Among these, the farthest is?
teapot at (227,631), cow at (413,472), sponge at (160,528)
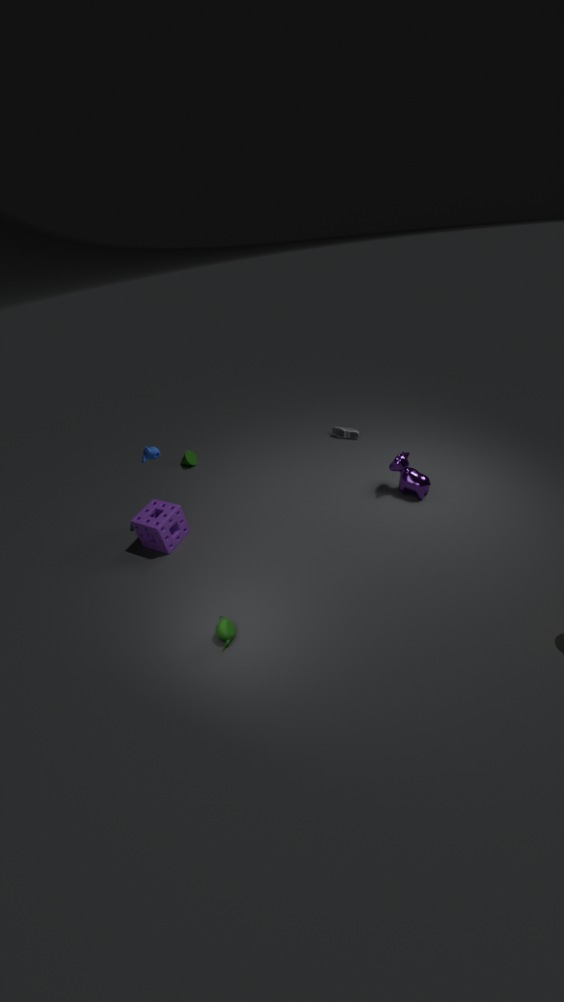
cow at (413,472)
